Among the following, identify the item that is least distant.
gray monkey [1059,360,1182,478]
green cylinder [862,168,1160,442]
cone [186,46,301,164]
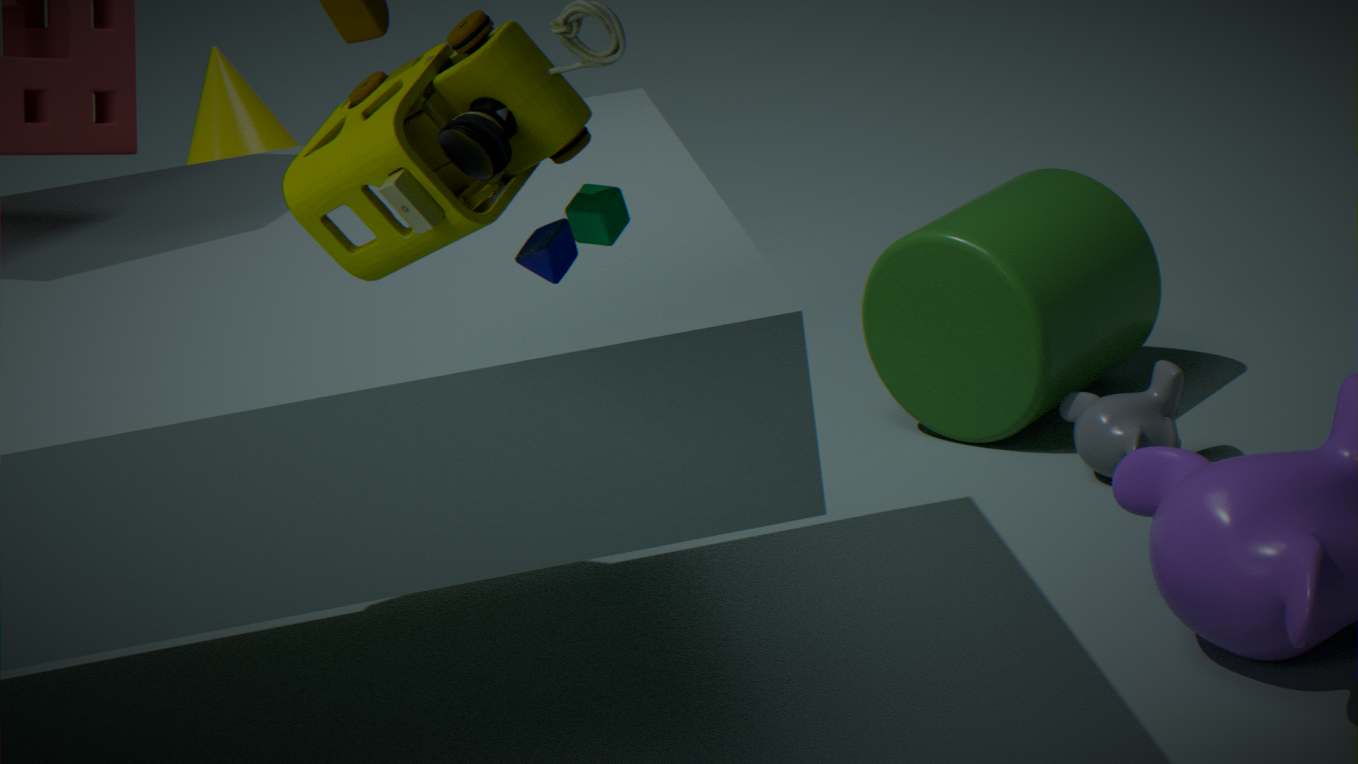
gray monkey [1059,360,1182,478]
